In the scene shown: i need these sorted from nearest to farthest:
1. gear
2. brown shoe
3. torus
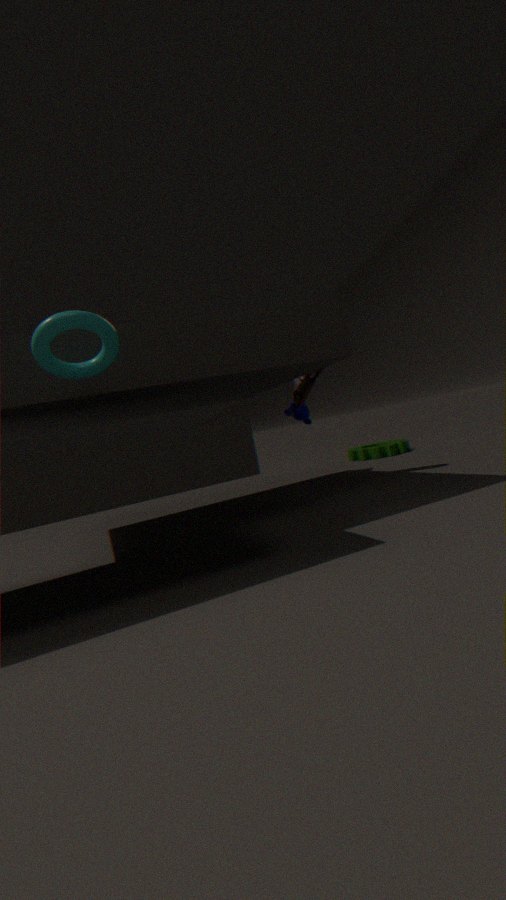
1. torus
2. brown shoe
3. gear
